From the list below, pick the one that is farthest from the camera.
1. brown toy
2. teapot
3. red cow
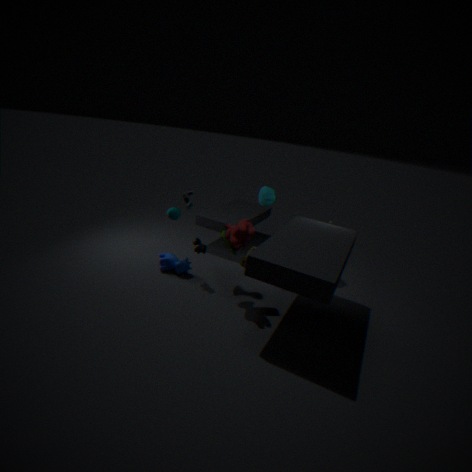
teapot
